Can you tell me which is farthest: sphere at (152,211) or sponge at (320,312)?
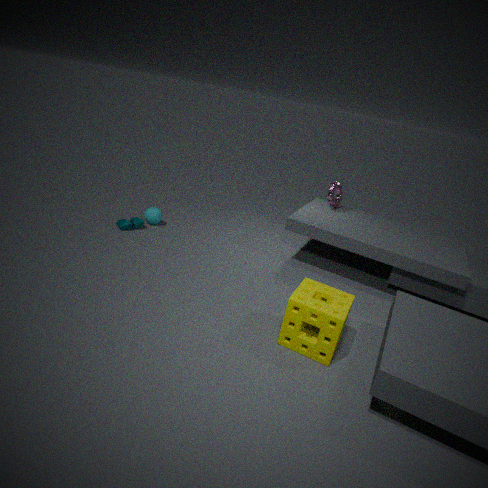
sphere at (152,211)
